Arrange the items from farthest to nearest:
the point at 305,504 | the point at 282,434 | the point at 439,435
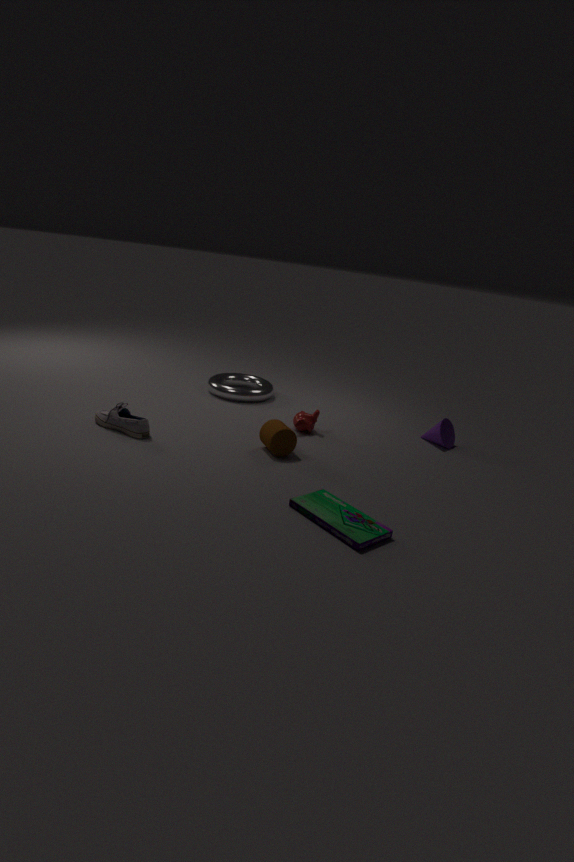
the point at 439,435 < the point at 282,434 < the point at 305,504
